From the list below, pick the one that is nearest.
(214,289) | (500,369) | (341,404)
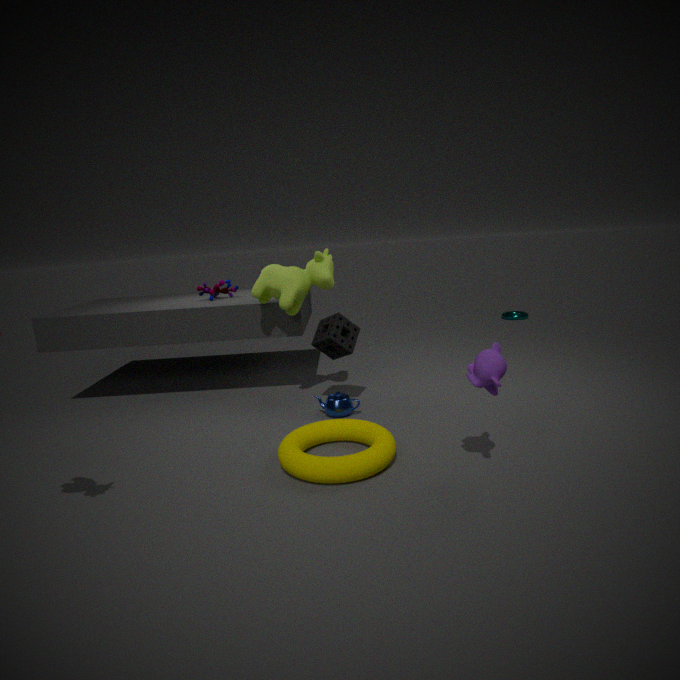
(500,369)
